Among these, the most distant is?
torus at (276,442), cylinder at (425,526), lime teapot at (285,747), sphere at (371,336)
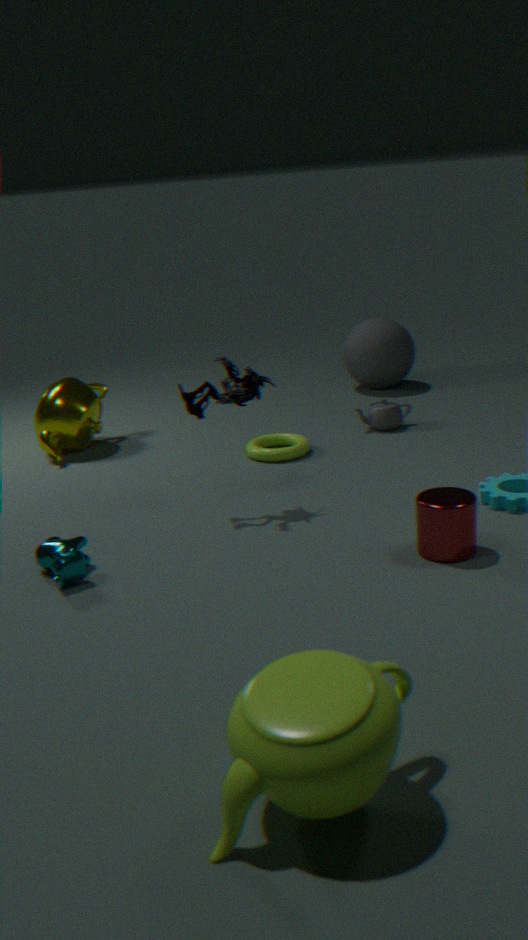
sphere at (371,336)
